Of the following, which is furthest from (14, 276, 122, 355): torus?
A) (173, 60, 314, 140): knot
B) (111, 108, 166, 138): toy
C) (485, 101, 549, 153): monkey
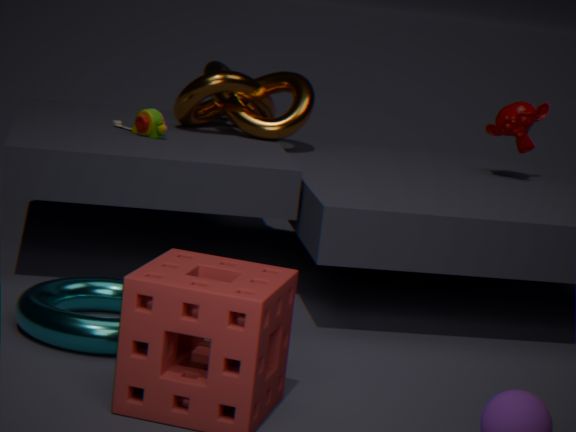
(485, 101, 549, 153): monkey
